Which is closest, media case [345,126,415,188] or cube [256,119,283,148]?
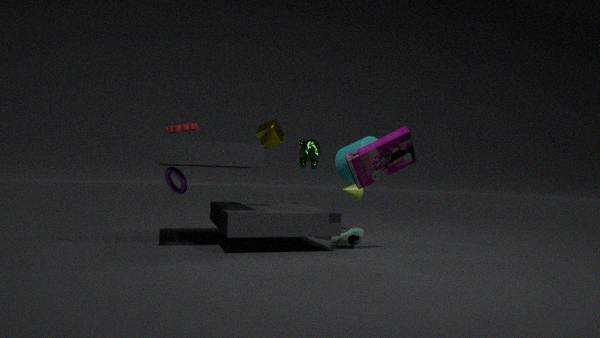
media case [345,126,415,188]
